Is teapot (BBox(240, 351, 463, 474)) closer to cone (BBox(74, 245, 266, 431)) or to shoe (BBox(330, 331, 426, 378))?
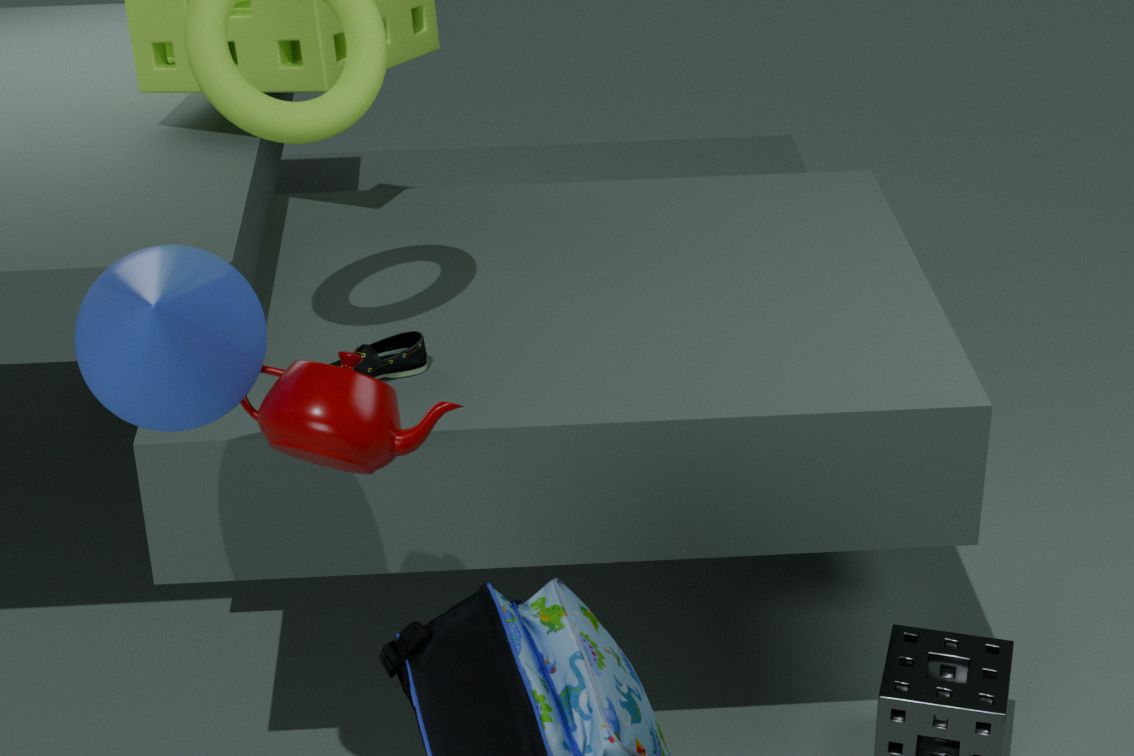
cone (BBox(74, 245, 266, 431))
